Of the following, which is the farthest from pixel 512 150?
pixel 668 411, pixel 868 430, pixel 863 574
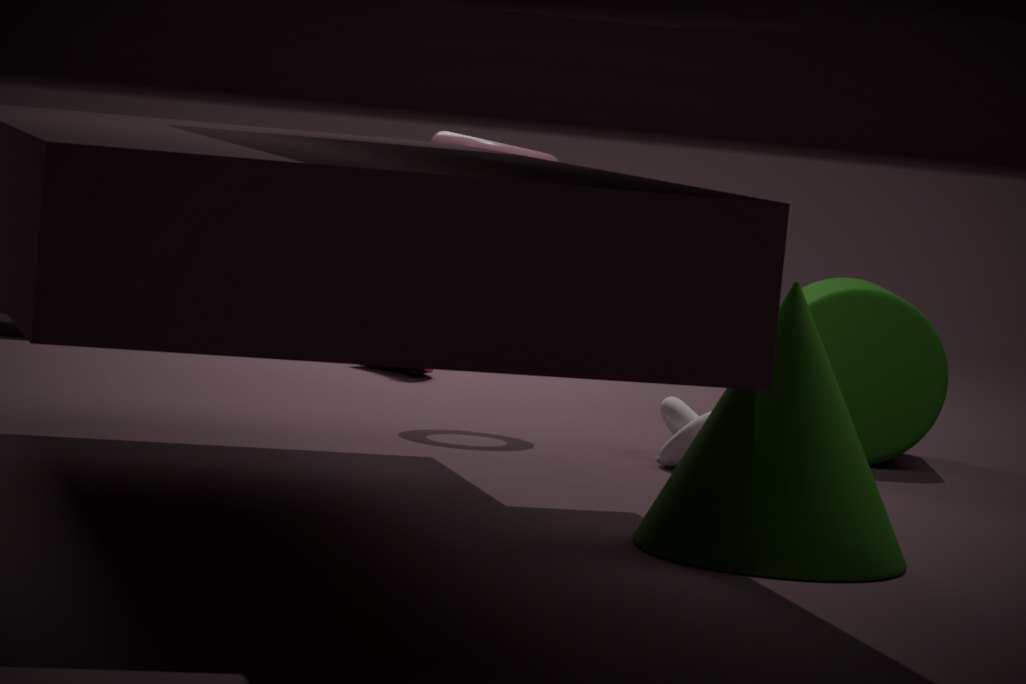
pixel 863 574
